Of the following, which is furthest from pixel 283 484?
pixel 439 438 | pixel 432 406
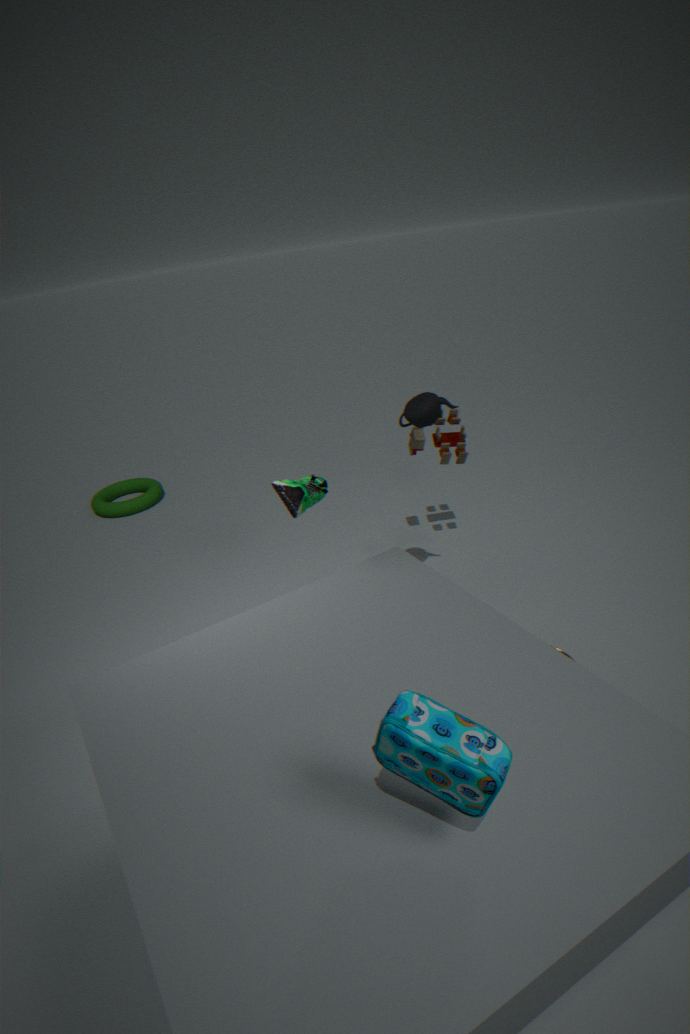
pixel 439 438
